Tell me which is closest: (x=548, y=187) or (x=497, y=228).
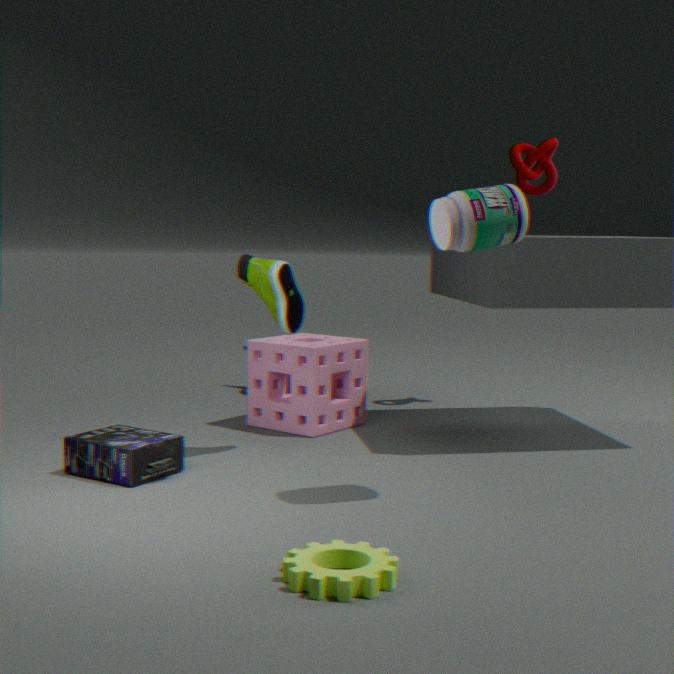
(x=497, y=228)
